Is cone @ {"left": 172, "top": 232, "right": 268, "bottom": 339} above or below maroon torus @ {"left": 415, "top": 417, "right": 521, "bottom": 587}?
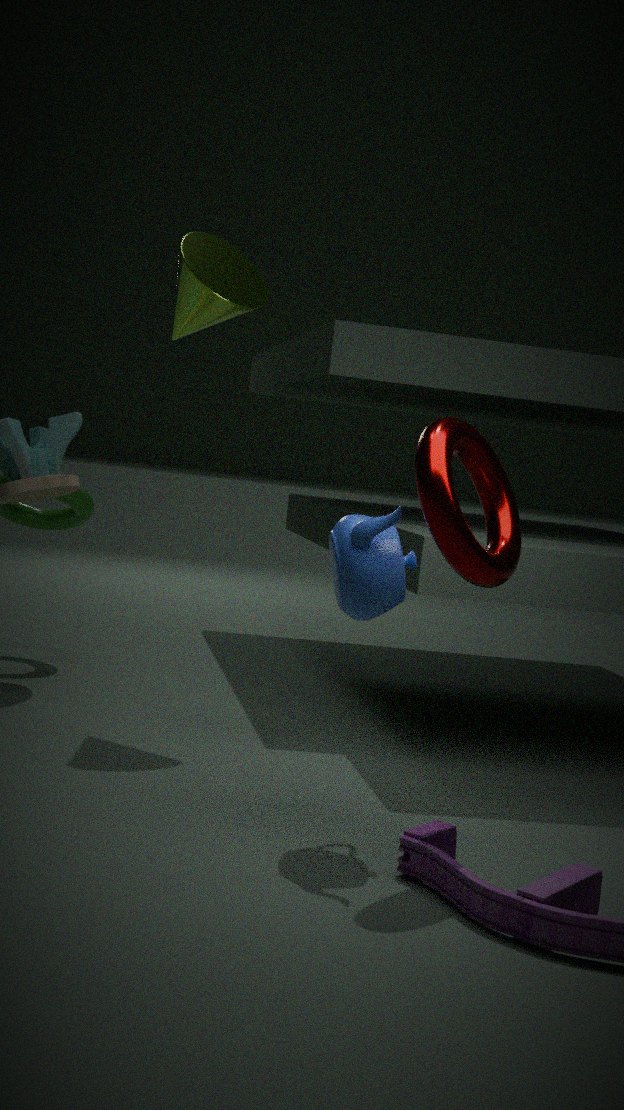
above
